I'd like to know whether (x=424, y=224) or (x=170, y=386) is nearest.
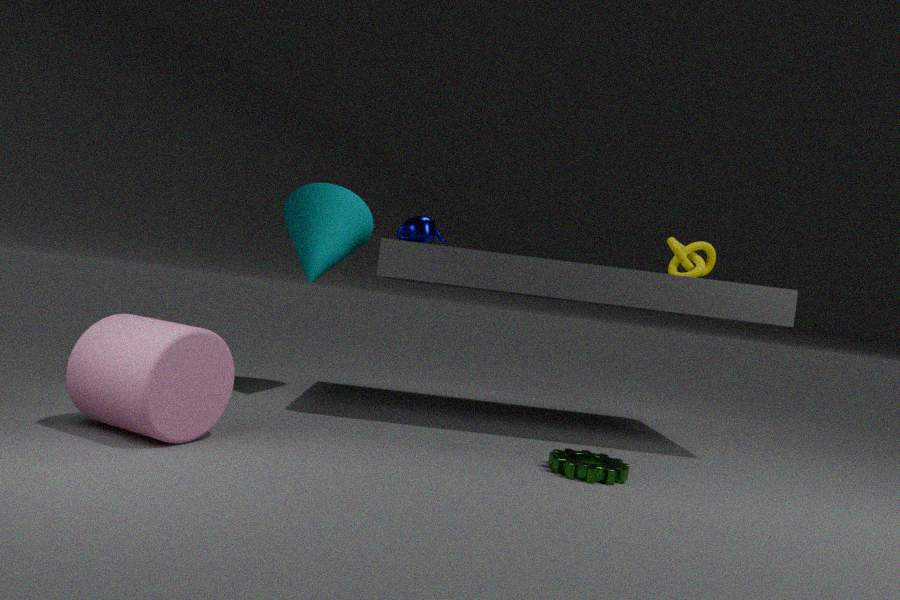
(x=170, y=386)
